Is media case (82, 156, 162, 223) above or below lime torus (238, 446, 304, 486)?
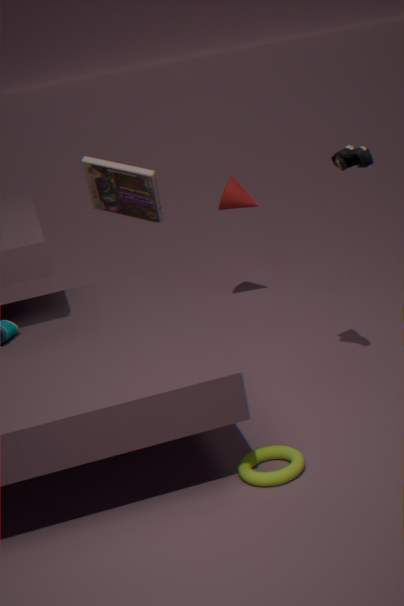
above
